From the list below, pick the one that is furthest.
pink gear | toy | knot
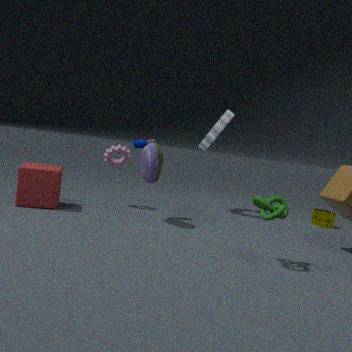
pink gear
